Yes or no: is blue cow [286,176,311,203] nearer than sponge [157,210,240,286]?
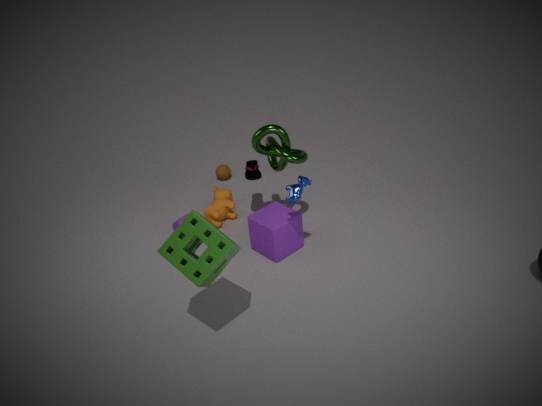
No
